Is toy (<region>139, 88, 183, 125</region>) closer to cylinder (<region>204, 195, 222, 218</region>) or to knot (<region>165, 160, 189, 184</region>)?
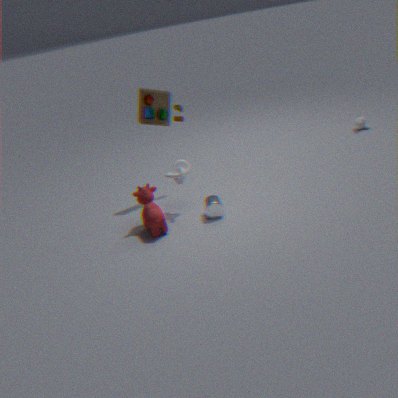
knot (<region>165, 160, 189, 184</region>)
